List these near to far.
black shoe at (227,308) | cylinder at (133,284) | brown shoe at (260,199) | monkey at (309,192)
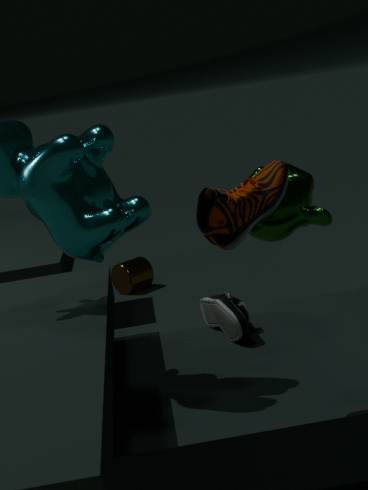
brown shoe at (260,199)
black shoe at (227,308)
monkey at (309,192)
cylinder at (133,284)
